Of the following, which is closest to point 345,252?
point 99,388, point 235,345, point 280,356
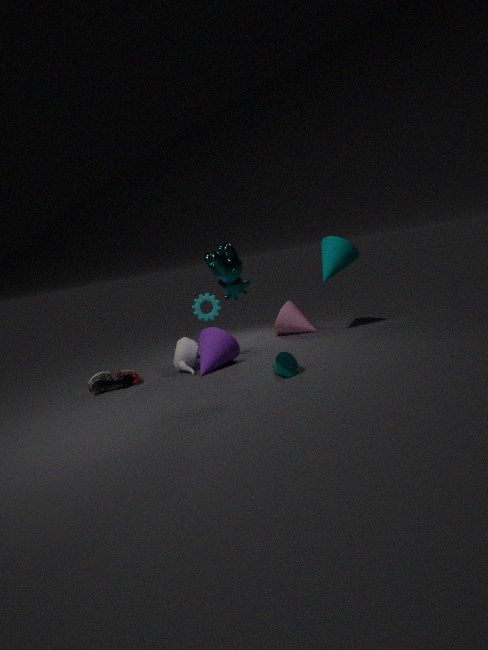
point 280,356
